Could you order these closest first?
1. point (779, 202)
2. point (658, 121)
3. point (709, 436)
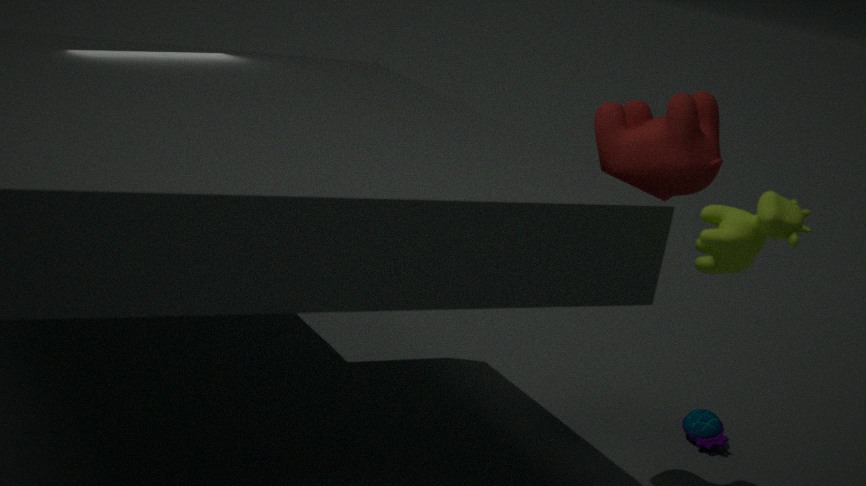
point (779, 202)
point (658, 121)
point (709, 436)
